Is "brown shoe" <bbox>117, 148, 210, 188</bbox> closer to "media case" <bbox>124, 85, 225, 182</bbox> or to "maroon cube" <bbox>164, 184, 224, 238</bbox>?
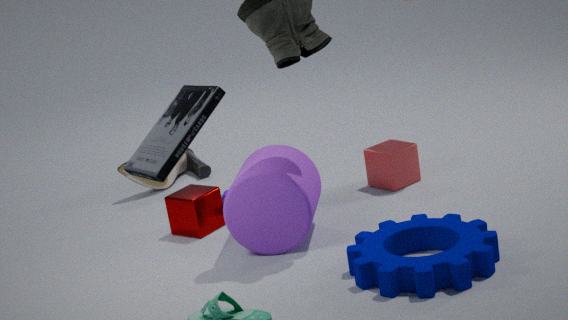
"maroon cube" <bbox>164, 184, 224, 238</bbox>
